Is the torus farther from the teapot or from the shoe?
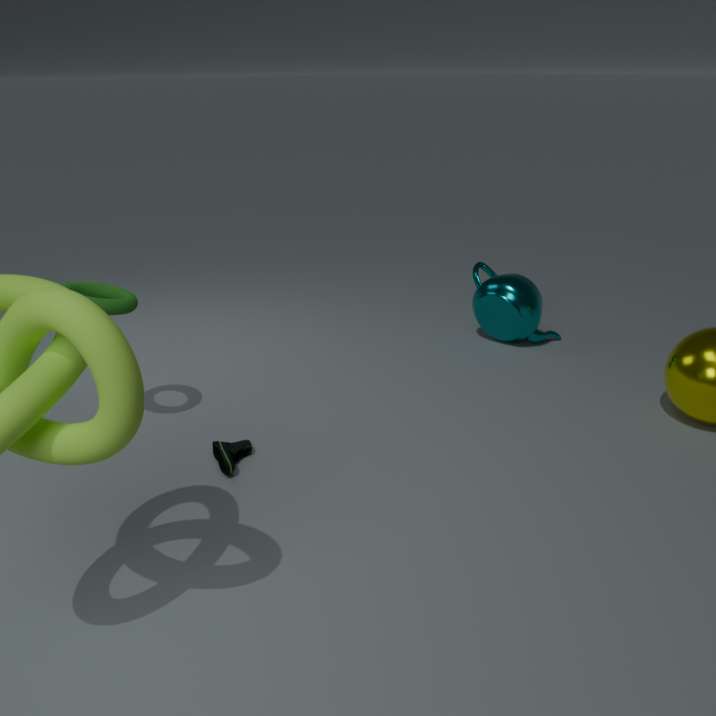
the teapot
